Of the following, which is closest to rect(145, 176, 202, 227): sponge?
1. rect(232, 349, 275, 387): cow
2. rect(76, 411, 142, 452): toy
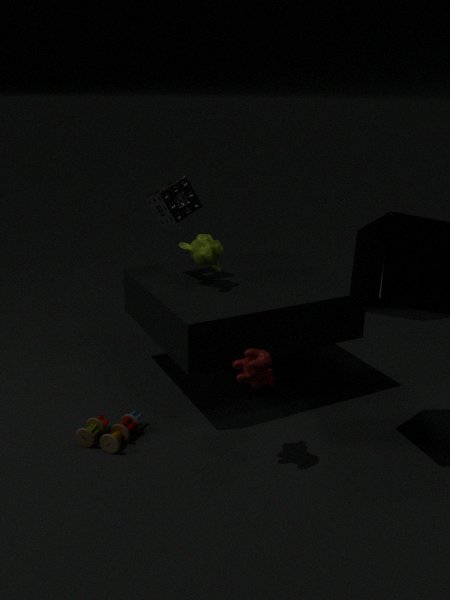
rect(232, 349, 275, 387): cow
